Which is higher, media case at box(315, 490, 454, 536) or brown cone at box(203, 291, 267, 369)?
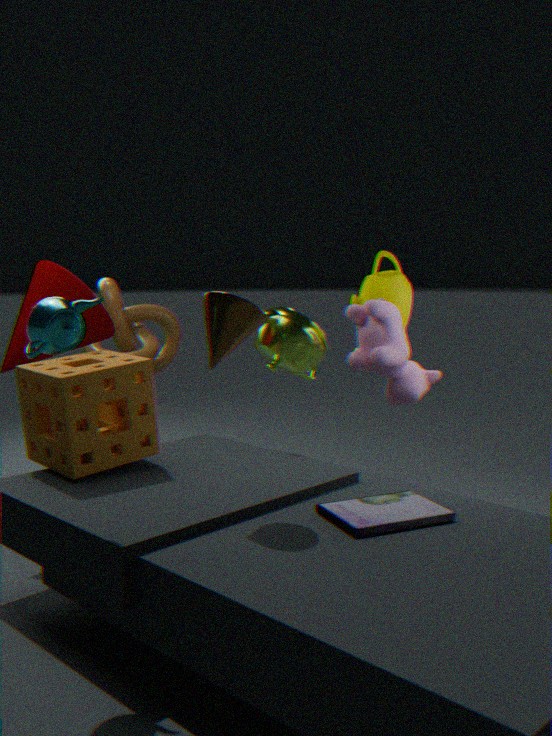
brown cone at box(203, 291, 267, 369)
